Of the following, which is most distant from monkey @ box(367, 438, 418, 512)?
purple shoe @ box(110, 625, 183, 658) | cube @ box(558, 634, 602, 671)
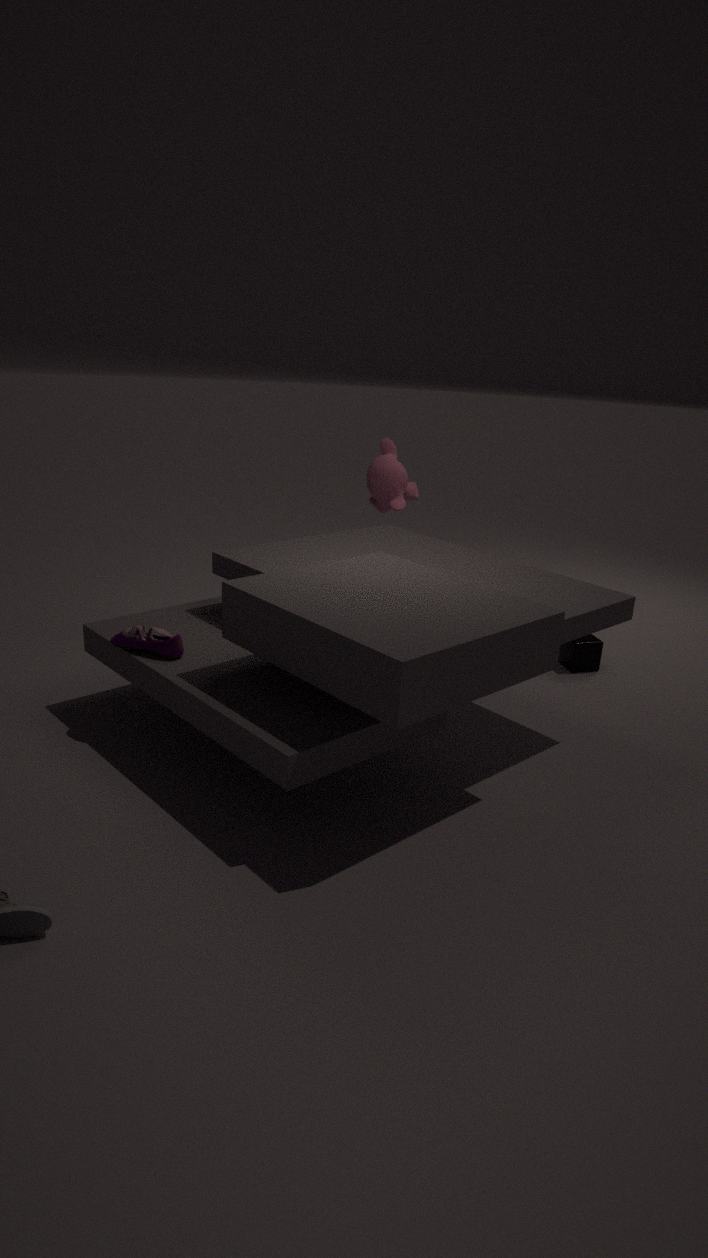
purple shoe @ box(110, 625, 183, 658)
